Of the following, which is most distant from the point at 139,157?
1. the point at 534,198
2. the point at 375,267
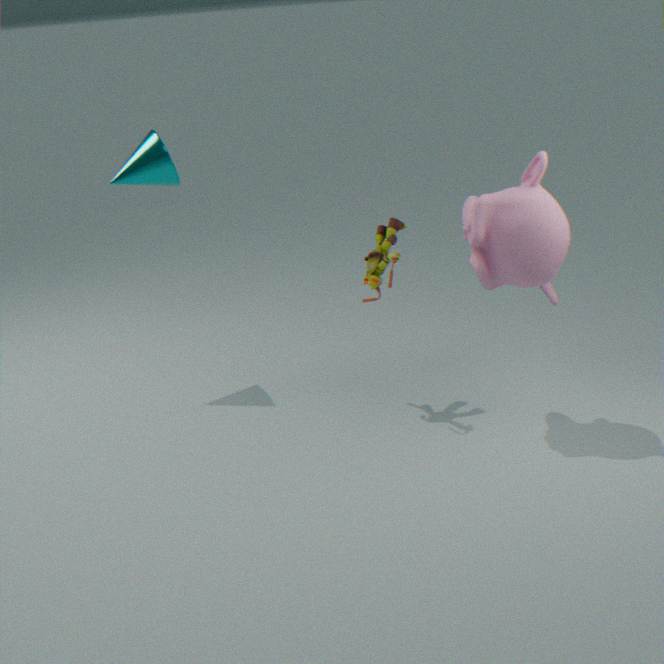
the point at 534,198
